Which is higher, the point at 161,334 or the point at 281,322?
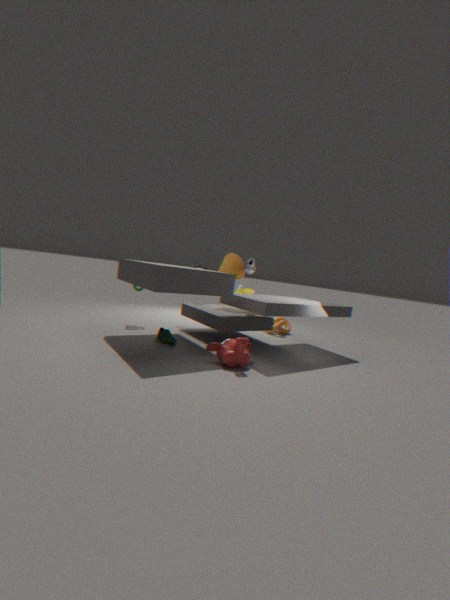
the point at 281,322
